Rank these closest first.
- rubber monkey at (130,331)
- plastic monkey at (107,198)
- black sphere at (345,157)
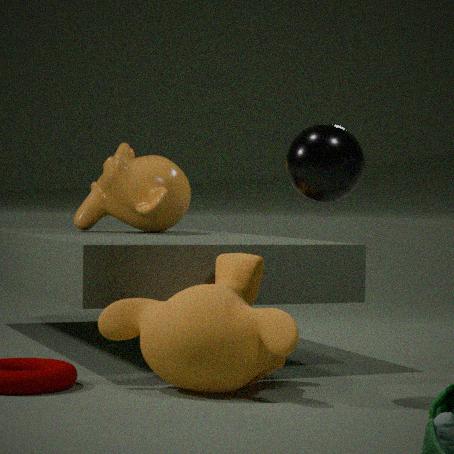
black sphere at (345,157), rubber monkey at (130,331), plastic monkey at (107,198)
